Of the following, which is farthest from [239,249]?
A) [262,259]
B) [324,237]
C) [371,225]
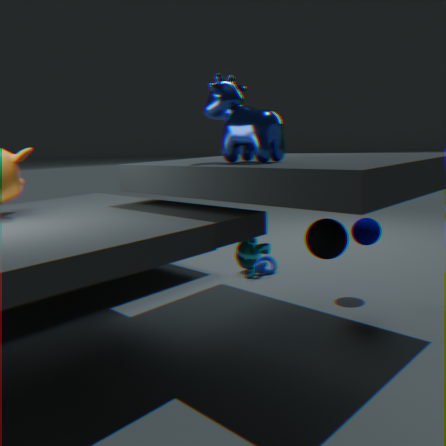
[262,259]
